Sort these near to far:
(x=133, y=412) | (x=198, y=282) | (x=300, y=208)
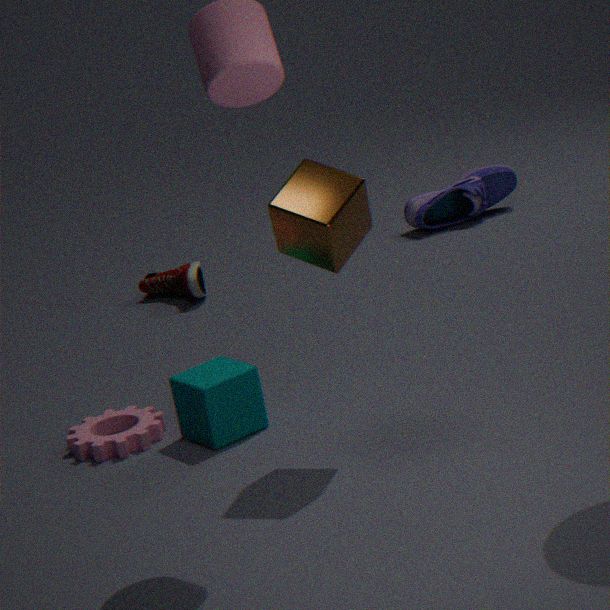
(x=300, y=208)
(x=133, y=412)
(x=198, y=282)
